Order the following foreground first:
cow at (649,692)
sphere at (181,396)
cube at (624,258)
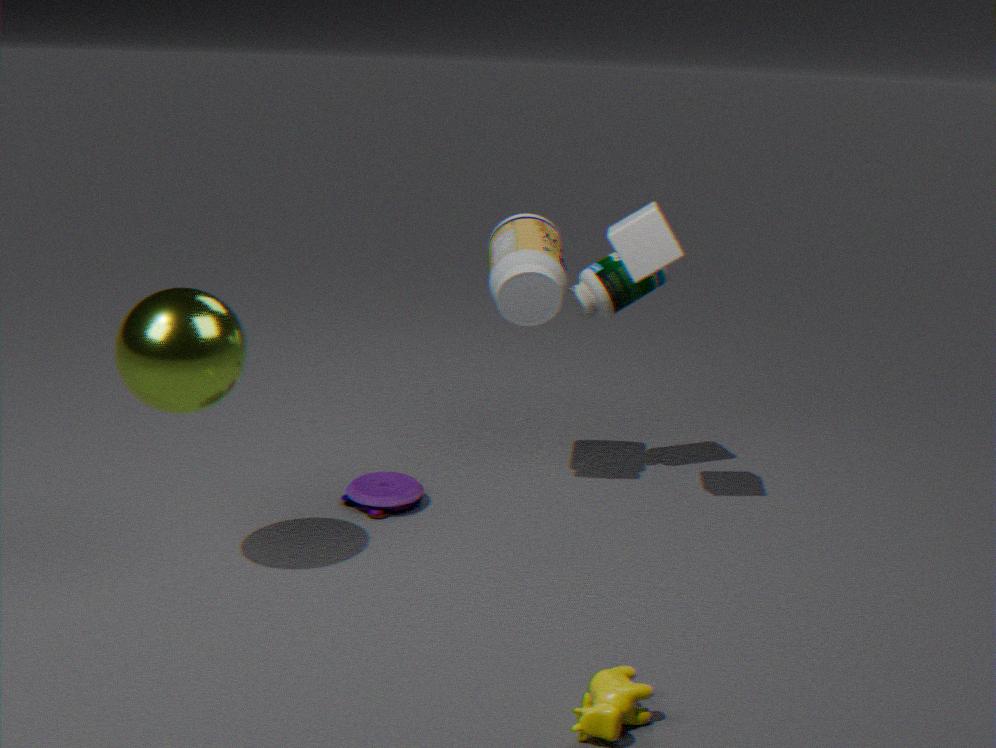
cow at (649,692), sphere at (181,396), cube at (624,258)
